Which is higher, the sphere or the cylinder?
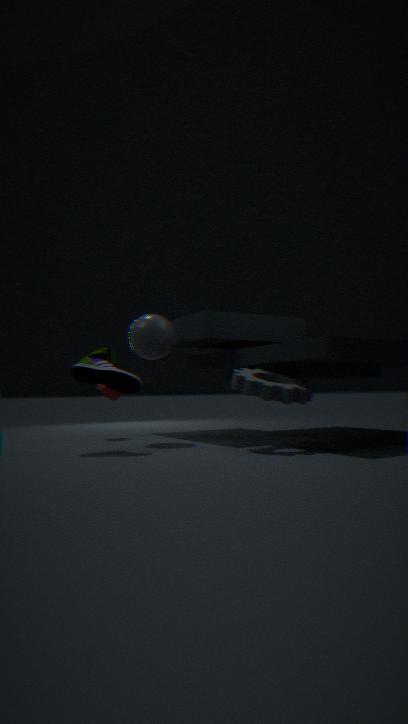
the sphere
